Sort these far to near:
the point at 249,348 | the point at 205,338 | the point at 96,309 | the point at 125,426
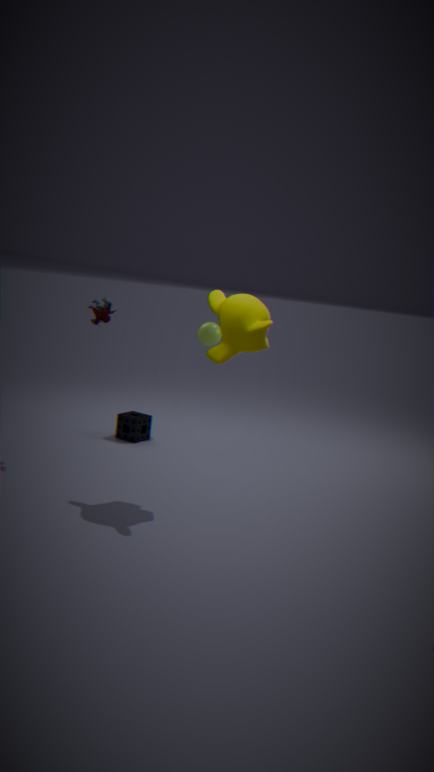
the point at 205,338
the point at 125,426
the point at 96,309
the point at 249,348
